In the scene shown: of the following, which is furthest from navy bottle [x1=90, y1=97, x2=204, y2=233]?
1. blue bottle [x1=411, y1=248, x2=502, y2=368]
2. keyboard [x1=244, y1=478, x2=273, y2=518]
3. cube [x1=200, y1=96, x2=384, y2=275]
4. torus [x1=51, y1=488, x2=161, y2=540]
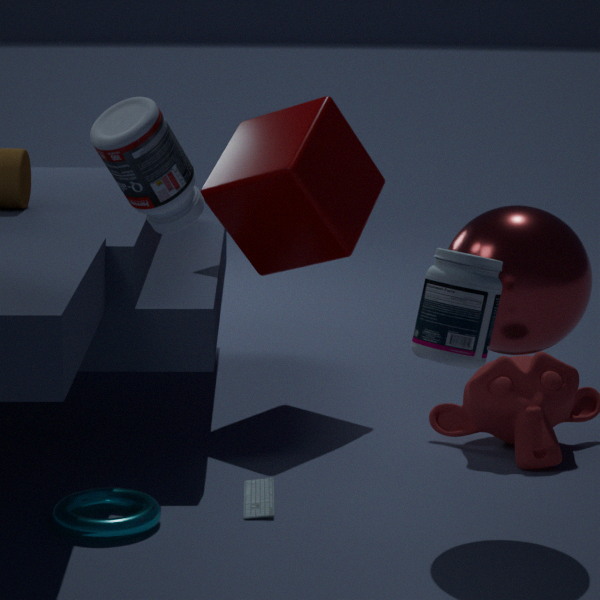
cube [x1=200, y1=96, x2=384, y2=275]
